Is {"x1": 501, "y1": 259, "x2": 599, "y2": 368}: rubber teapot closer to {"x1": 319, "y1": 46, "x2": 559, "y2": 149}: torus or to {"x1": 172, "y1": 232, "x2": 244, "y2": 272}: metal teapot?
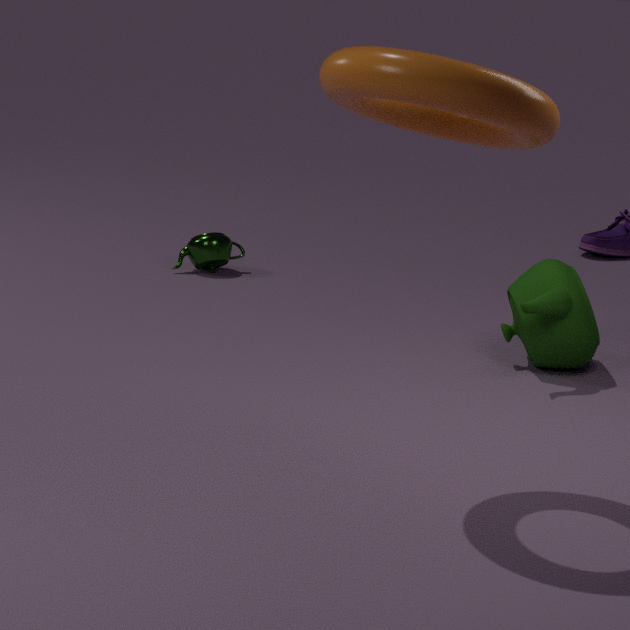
{"x1": 319, "y1": 46, "x2": 559, "y2": 149}: torus
